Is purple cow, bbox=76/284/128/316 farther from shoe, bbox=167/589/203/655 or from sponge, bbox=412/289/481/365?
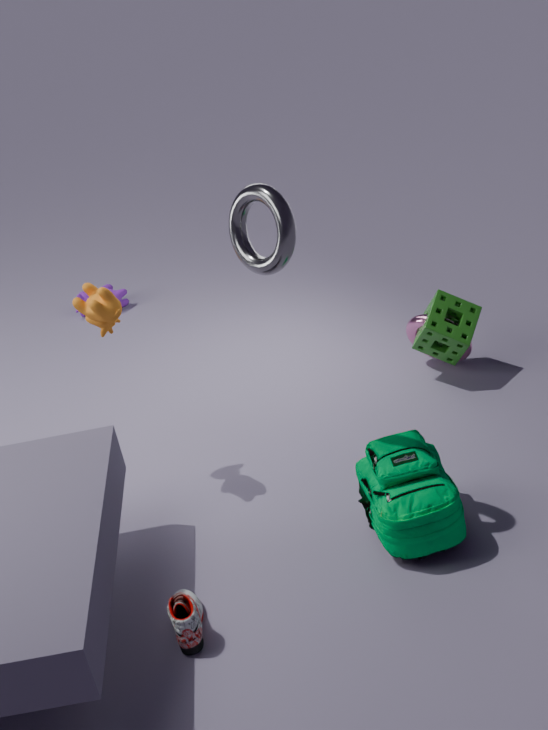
shoe, bbox=167/589/203/655
